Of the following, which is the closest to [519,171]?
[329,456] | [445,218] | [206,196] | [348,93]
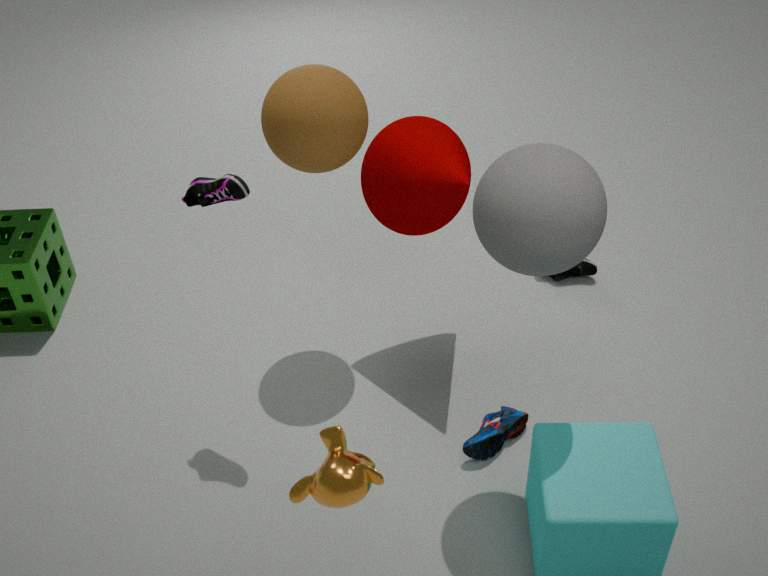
[445,218]
